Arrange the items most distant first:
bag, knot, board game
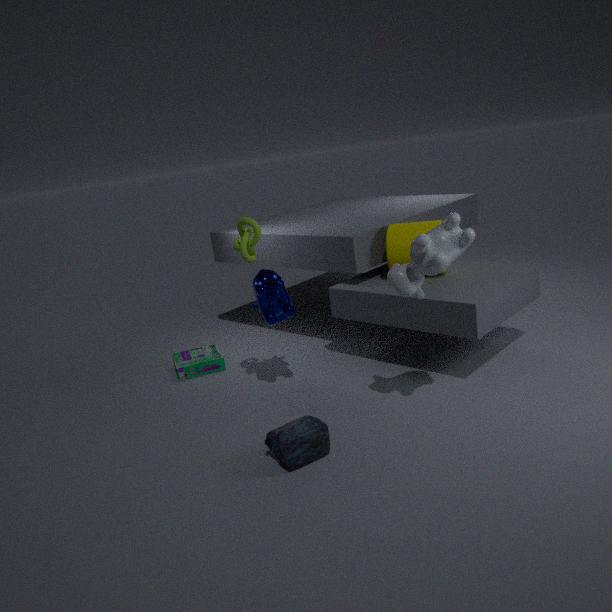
board game < knot < bag
